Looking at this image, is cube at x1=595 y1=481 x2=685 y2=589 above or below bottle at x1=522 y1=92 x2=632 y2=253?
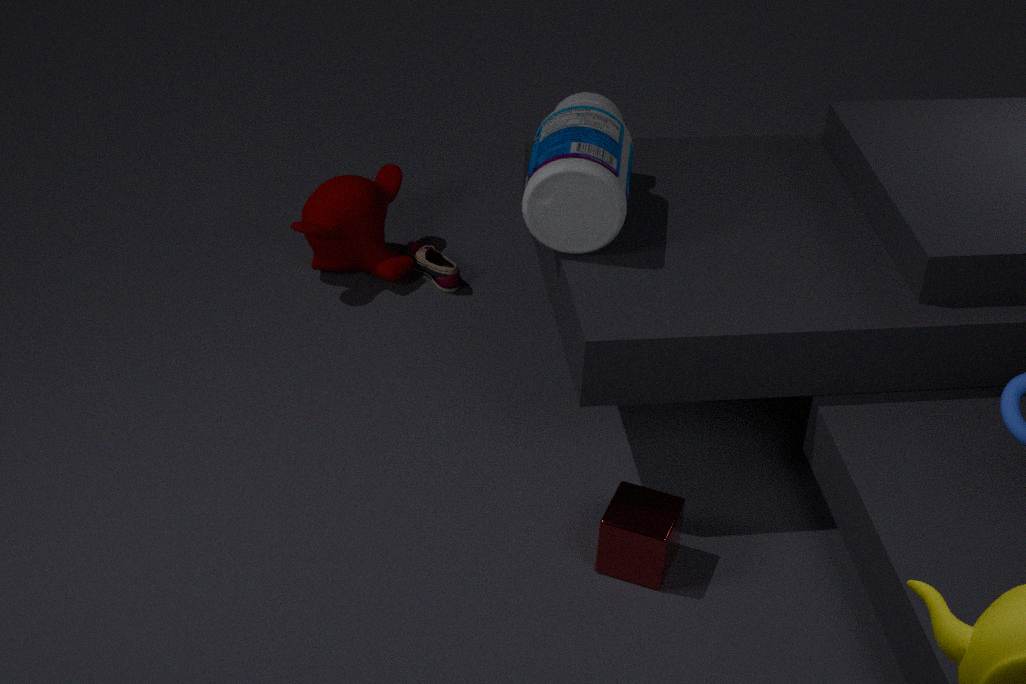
below
